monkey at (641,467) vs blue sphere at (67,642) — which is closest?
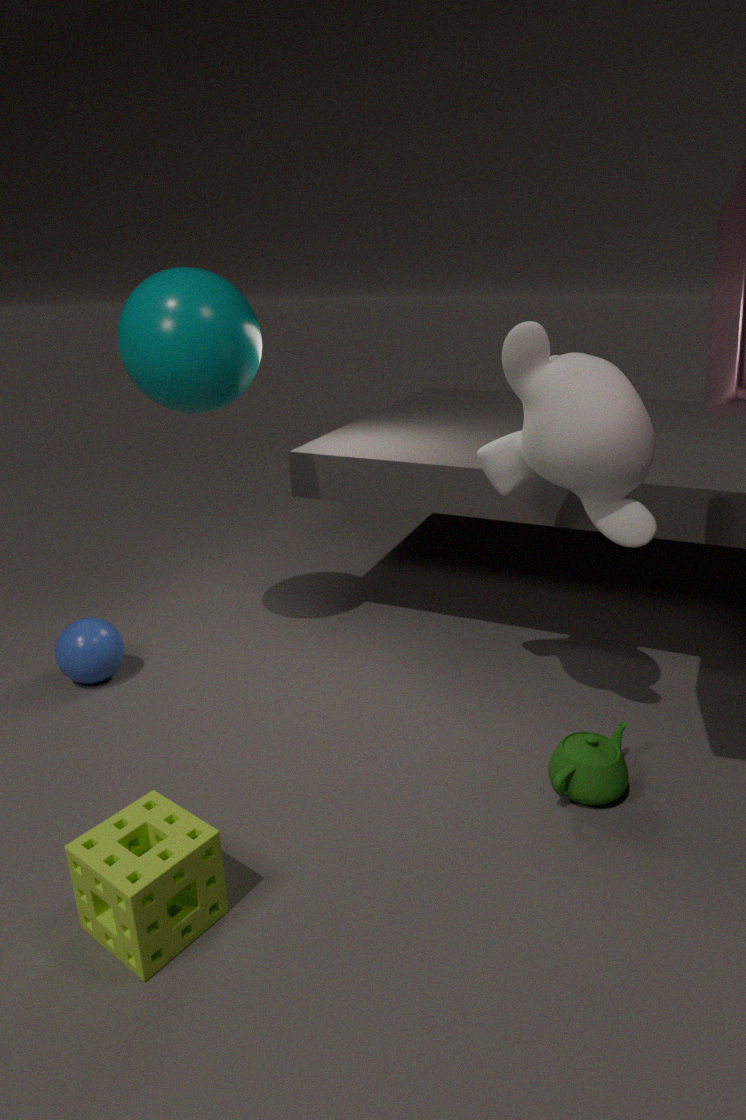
monkey at (641,467)
